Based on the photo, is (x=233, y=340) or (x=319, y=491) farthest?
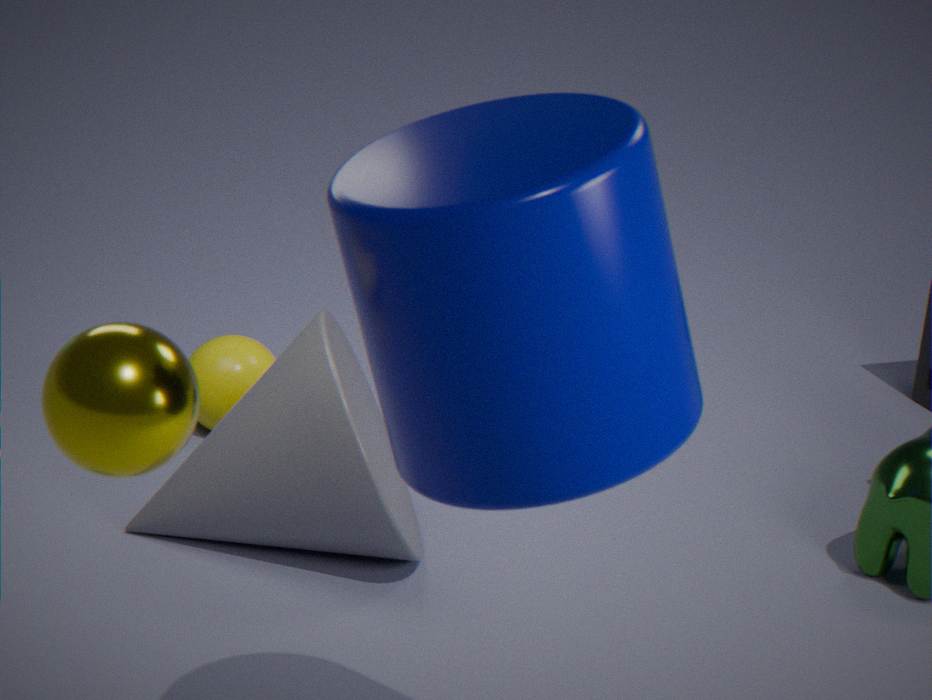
(x=233, y=340)
